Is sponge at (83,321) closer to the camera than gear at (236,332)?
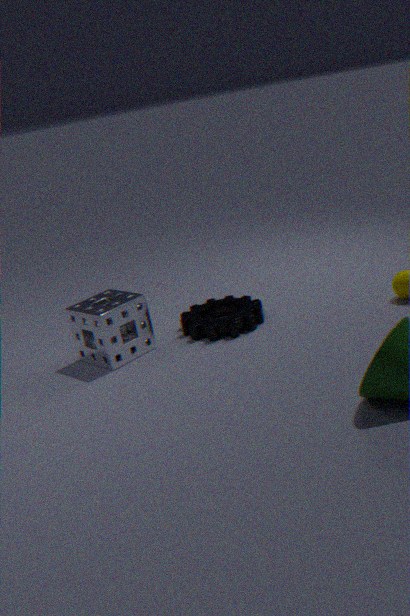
Yes
